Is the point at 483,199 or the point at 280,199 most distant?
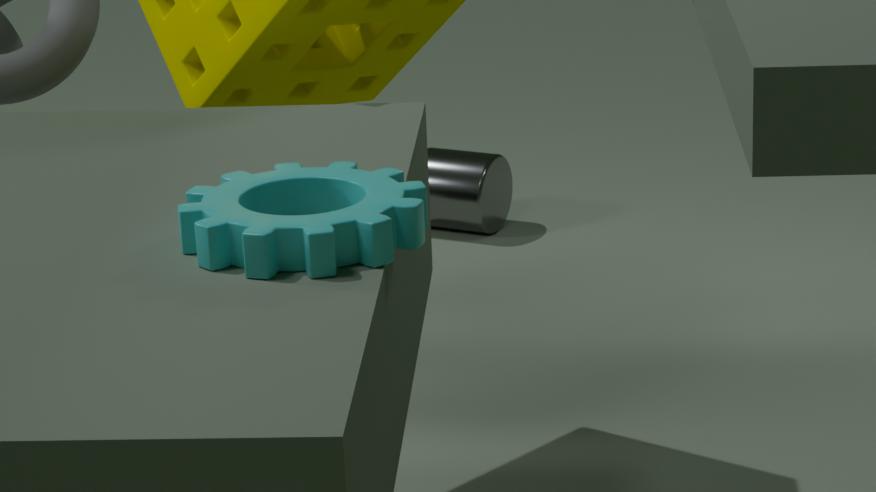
the point at 483,199
